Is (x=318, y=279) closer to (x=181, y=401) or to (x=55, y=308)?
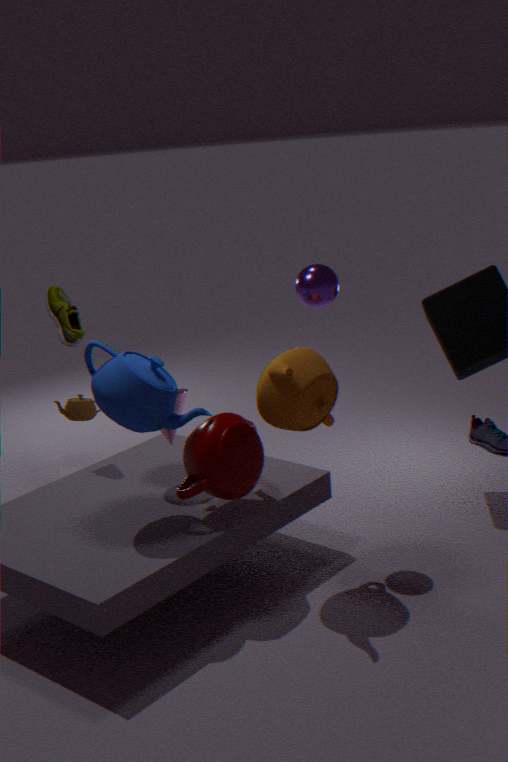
(x=181, y=401)
